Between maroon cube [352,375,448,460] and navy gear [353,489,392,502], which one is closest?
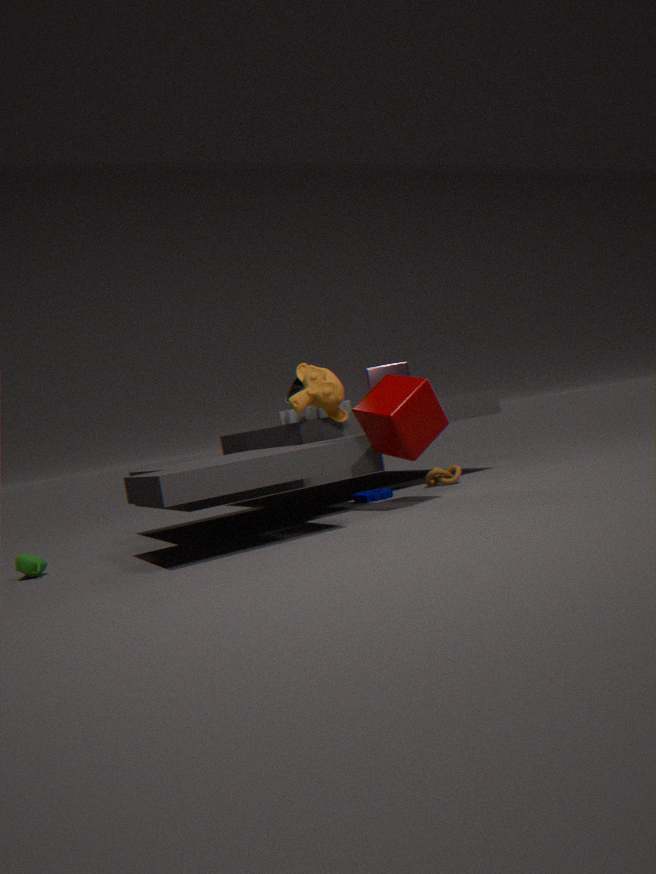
maroon cube [352,375,448,460]
